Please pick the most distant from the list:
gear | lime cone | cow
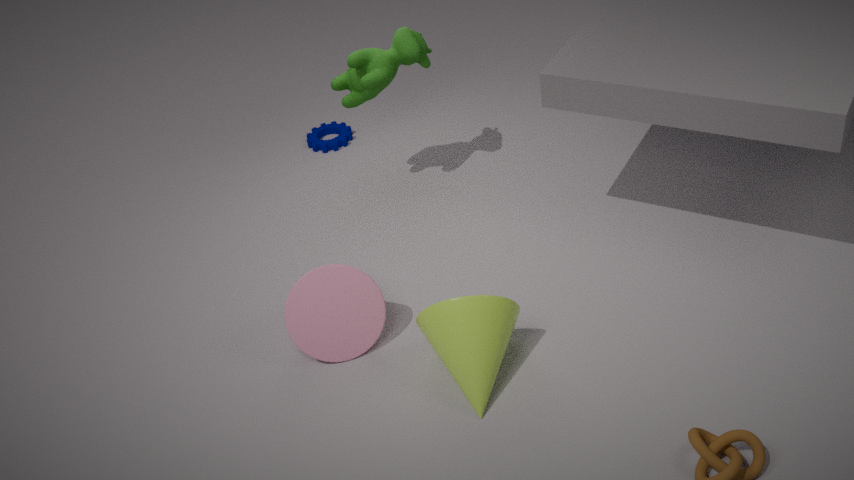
gear
